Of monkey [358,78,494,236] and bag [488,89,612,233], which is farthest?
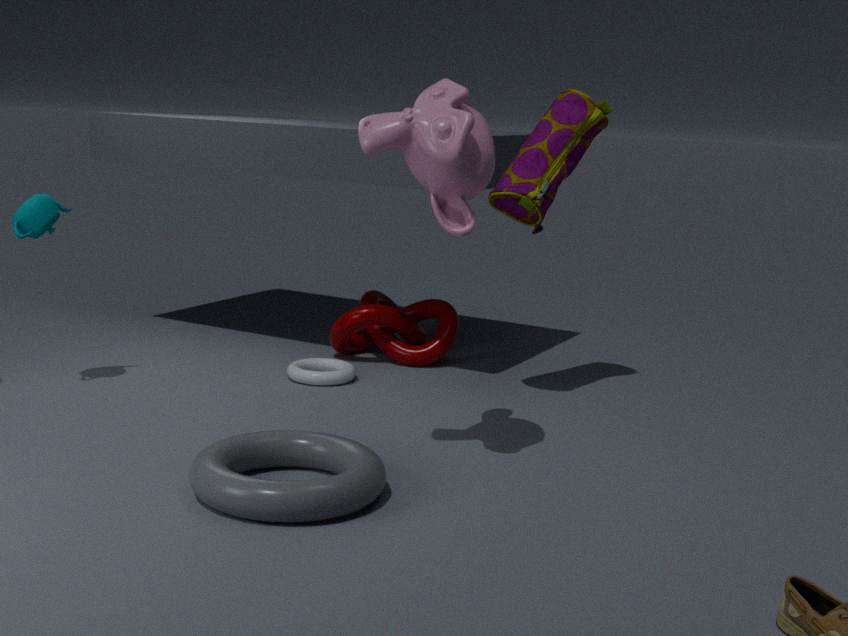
bag [488,89,612,233]
